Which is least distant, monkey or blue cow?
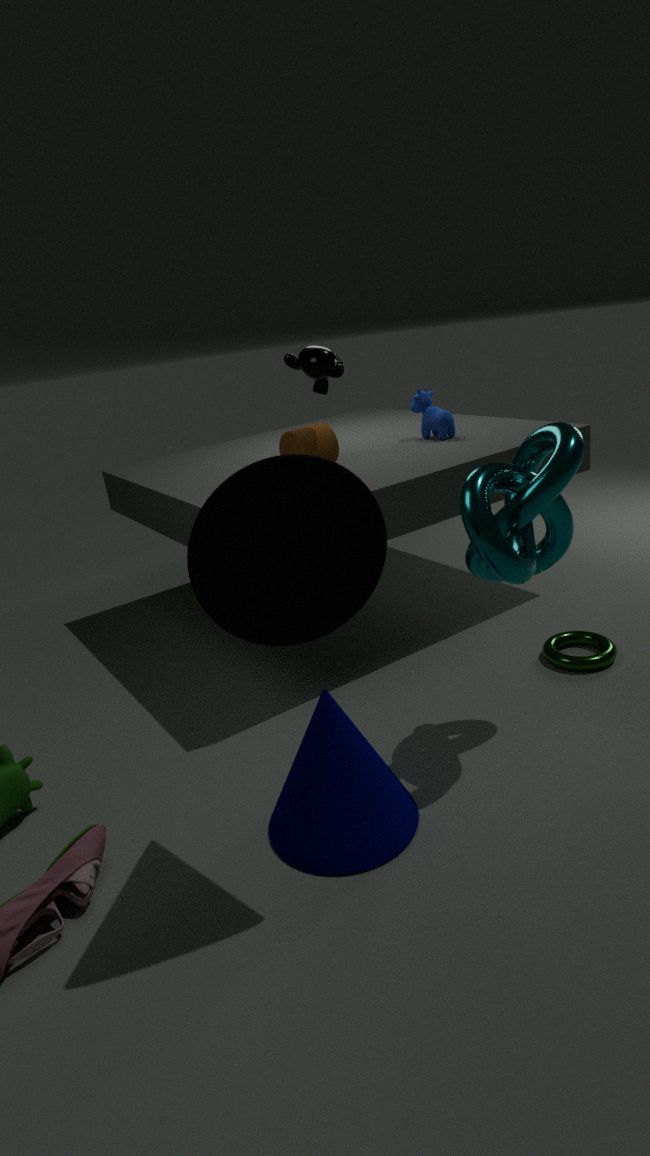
monkey
